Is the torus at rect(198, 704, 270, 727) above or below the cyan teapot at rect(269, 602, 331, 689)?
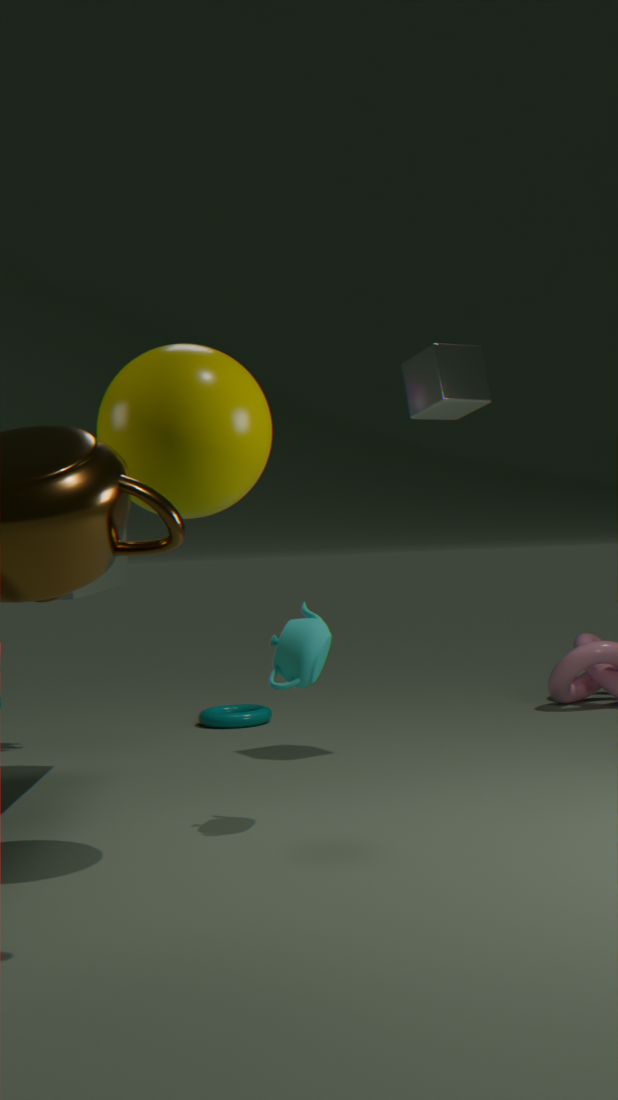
below
